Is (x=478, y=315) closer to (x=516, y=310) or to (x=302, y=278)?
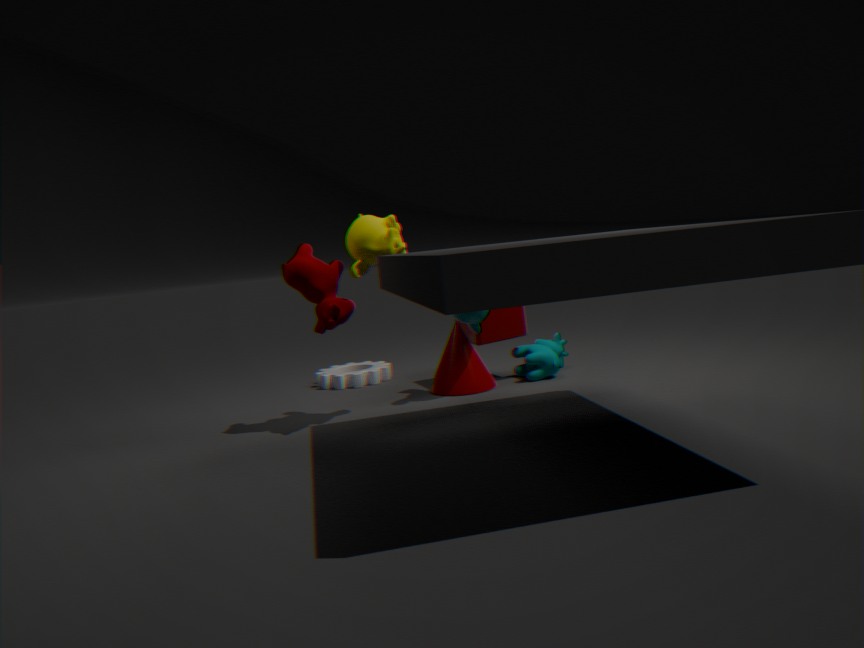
(x=516, y=310)
